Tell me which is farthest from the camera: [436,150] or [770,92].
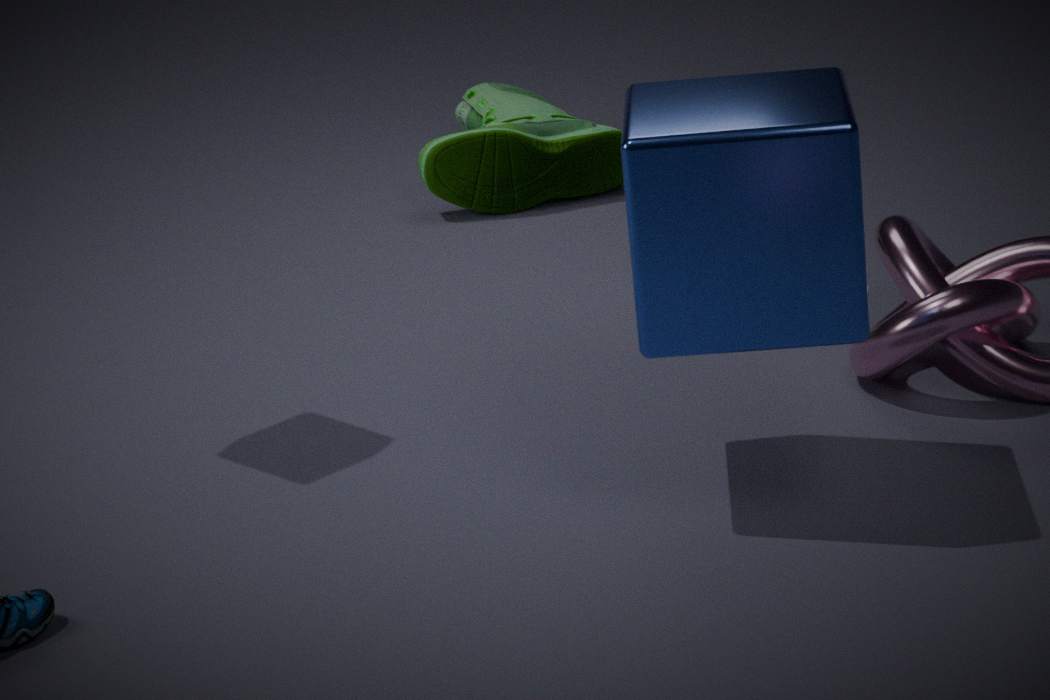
[436,150]
